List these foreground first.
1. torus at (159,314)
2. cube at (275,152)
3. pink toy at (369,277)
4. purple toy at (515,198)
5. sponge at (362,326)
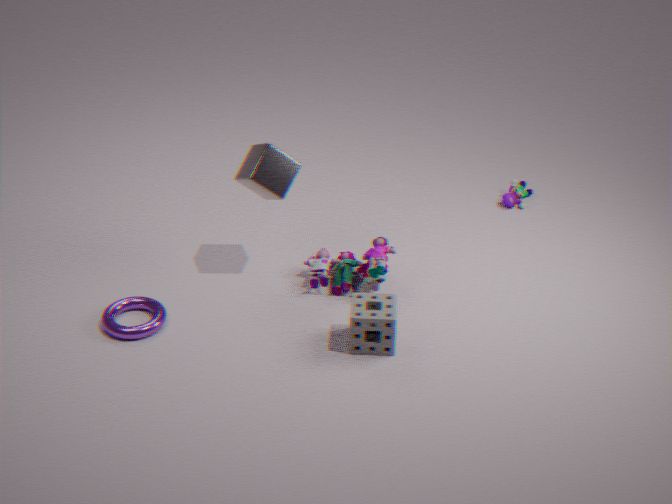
1. sponge at (362,326)
2. torus at (159,314)
3. cube at (275,152)
4. pink toy at (369,277)
5. purple toy at (515,198)
